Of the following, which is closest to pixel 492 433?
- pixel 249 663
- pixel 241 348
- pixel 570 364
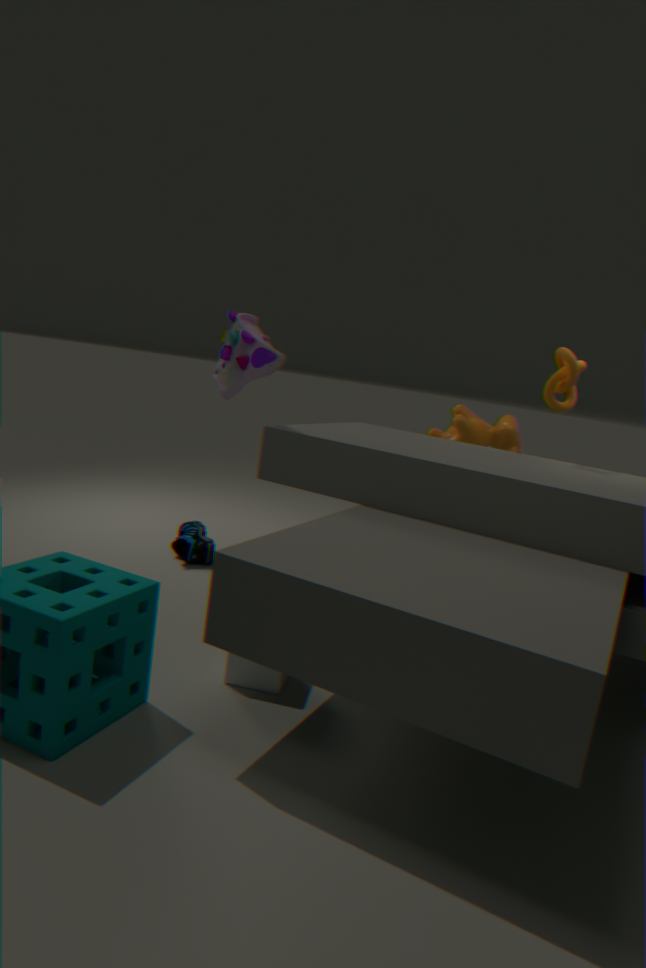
pixel 570 364
